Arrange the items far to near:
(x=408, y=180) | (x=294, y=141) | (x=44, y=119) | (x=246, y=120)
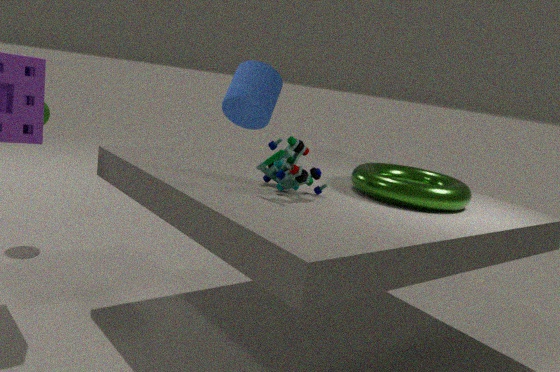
(x=246, y=120), (x=44, y=119), (x=408, y=180), (x=294, y=141)
